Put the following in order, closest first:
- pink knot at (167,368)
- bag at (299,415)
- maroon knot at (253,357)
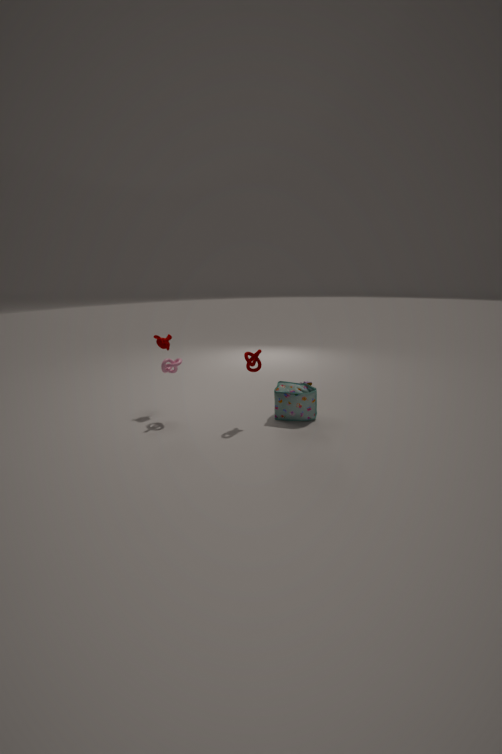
1. maroon knot at (253,357)
2. pink knot at (167,368)
3. bag at (299,415)
